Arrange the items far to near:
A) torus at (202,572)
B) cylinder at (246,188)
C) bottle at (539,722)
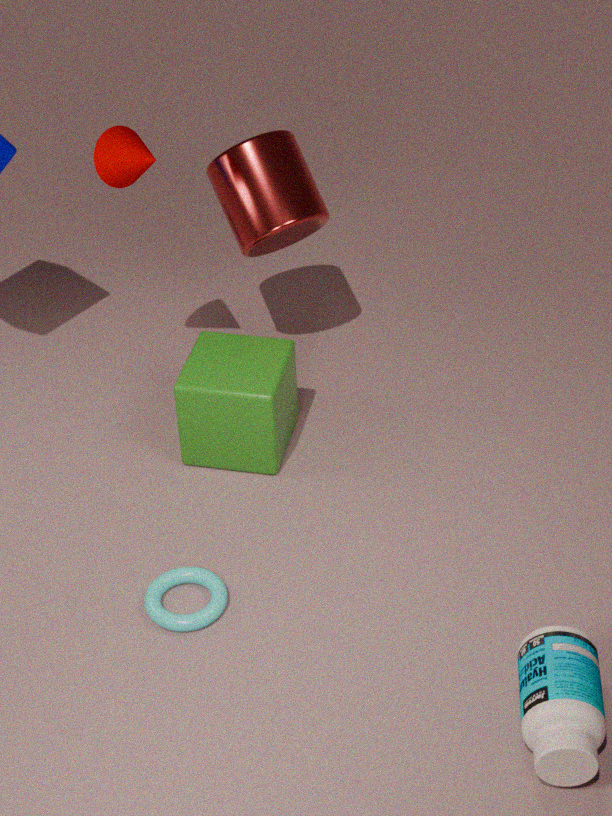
cylinder at (246,188) < torus at (202,572) < bottle at (539,722)
